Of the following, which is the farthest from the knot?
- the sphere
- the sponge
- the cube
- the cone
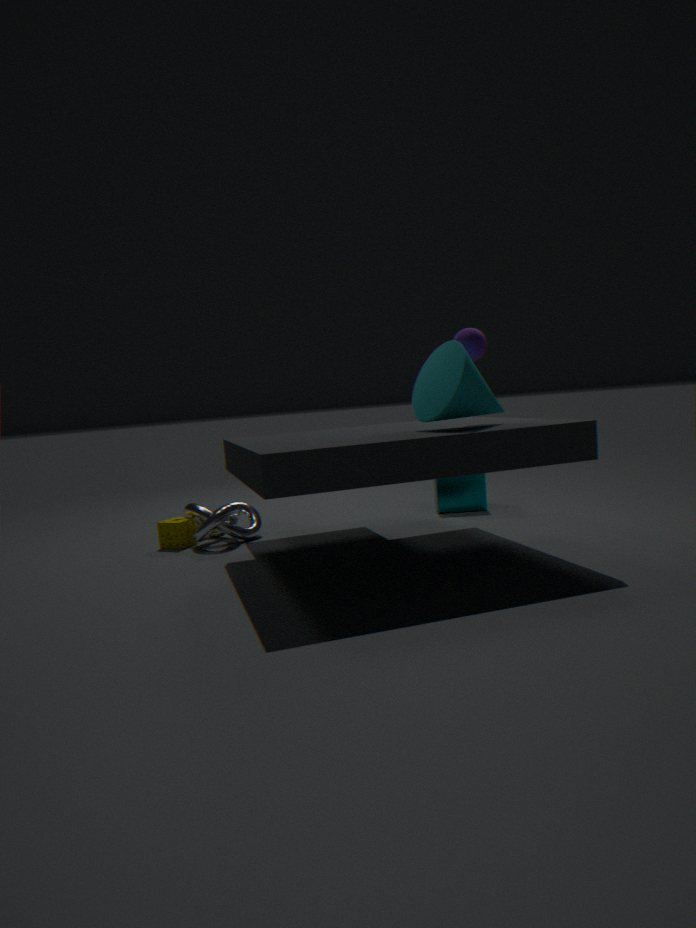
the sphere
